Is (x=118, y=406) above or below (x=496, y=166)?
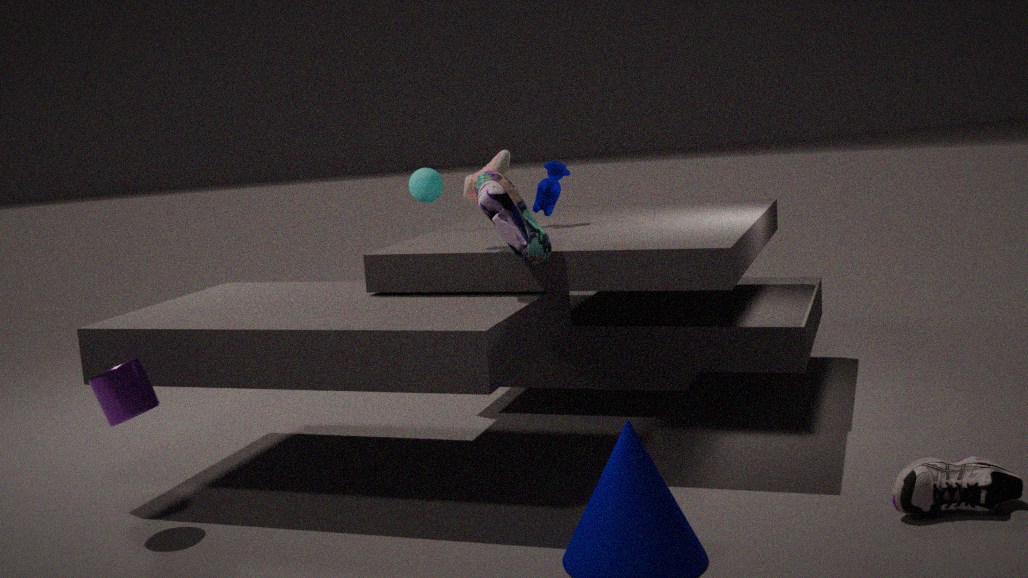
below
